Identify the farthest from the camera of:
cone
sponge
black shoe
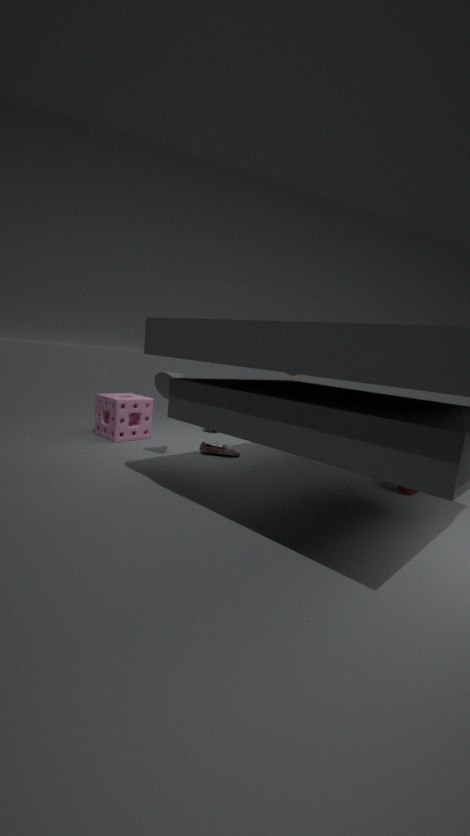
sponge
